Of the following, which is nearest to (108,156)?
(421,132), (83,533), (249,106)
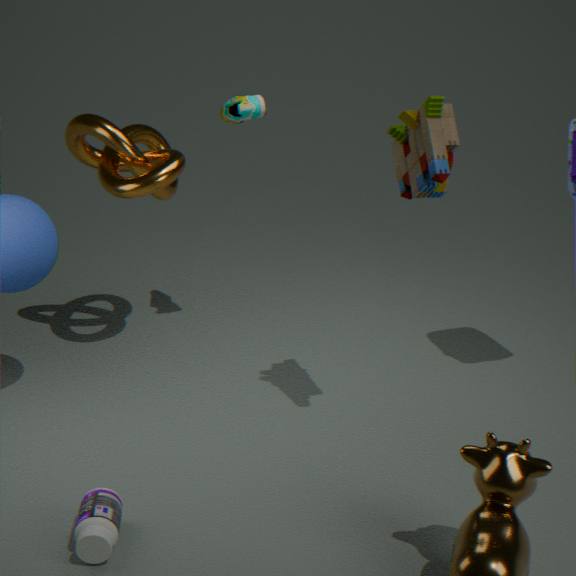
(249,106)
